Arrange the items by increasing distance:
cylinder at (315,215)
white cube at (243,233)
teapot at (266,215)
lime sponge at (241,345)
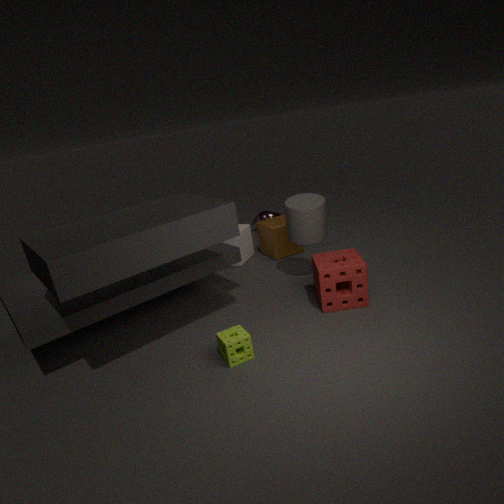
lime sponge at (241,345) → cylinder at (315,215) → white cube at (243,233) → teapot at (266,215)
